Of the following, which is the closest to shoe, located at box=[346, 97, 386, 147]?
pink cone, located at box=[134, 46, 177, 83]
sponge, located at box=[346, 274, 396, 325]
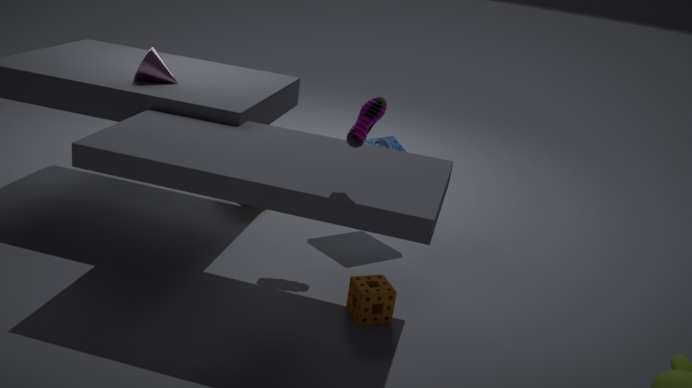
sponge, located at box=[346, 274, 396, 325]
